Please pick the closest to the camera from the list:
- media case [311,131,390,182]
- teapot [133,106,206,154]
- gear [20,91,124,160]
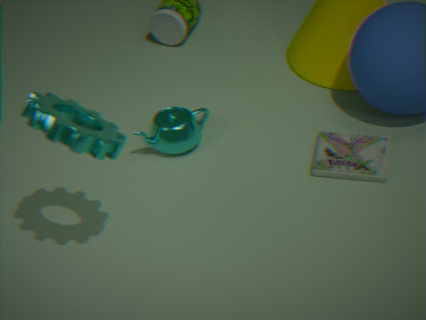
gear [20,91,124,160]
